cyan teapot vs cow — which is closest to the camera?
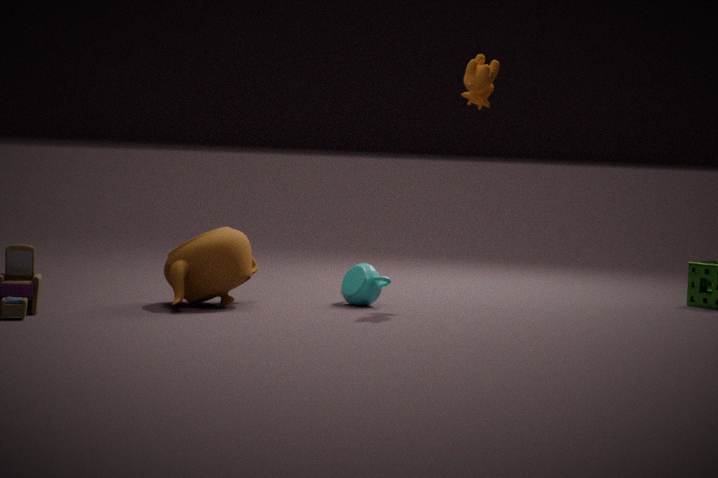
cow
